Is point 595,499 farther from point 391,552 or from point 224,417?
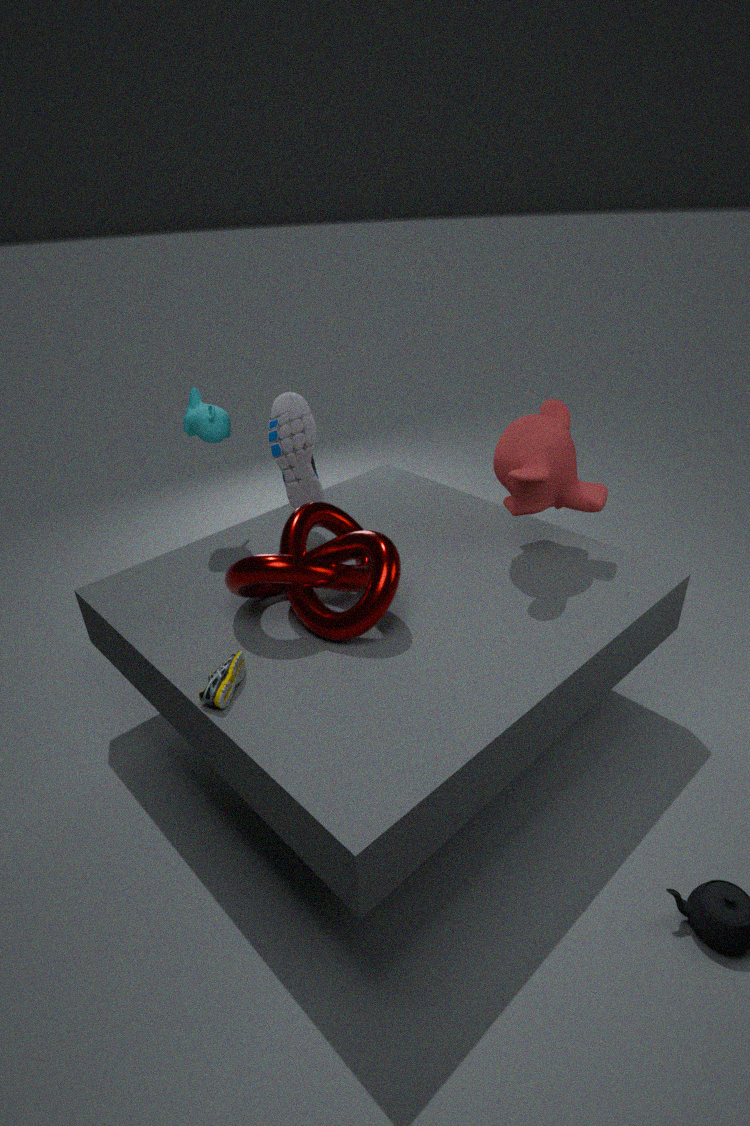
point 224,417
